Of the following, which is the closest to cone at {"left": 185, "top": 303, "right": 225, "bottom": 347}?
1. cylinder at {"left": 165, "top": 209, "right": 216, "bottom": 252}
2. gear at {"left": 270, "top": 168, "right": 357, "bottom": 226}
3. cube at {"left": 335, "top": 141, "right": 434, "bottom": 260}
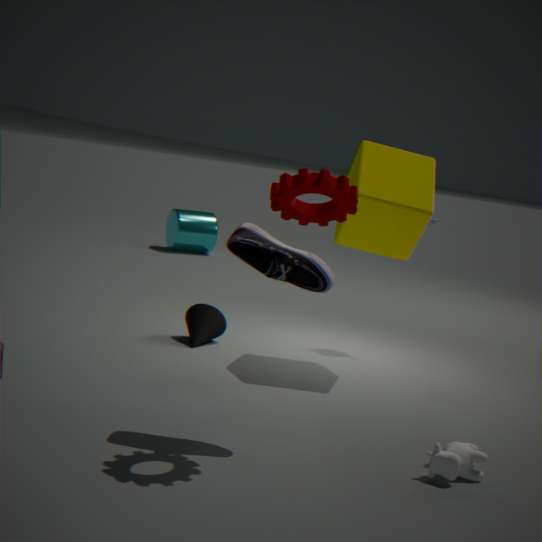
cube at {"left": 335, "top": 141, "right": 434, "bottom": 260}
